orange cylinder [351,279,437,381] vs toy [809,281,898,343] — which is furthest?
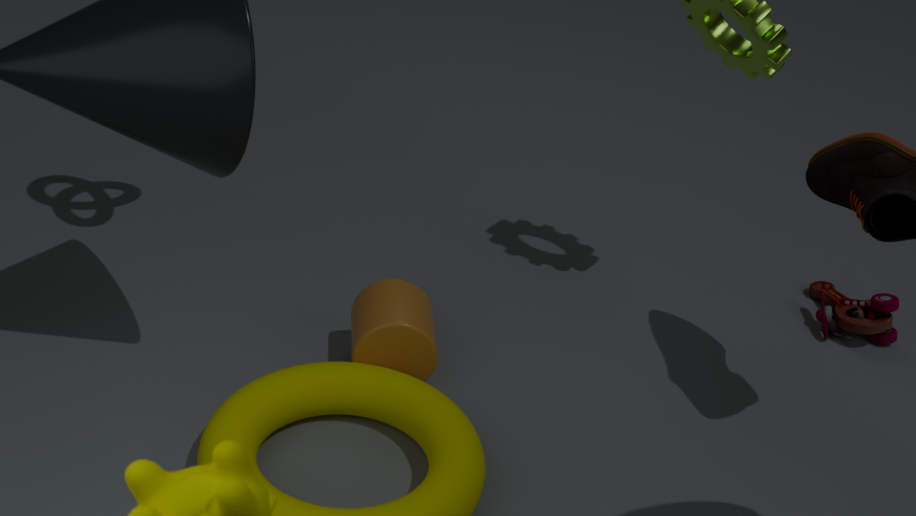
toy [809,281,898,343]
